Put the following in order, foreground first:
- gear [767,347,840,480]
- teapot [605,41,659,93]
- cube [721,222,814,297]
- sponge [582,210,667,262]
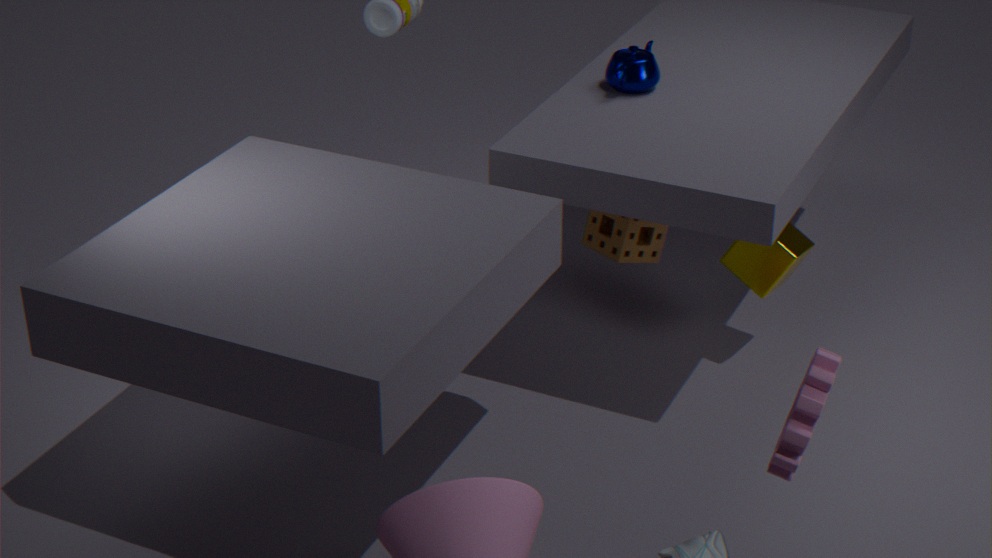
gear [767,347,840,480] < teapot [605,41,659,93] < cube [721,222,814,297] < sponge [582,210,667,262]
